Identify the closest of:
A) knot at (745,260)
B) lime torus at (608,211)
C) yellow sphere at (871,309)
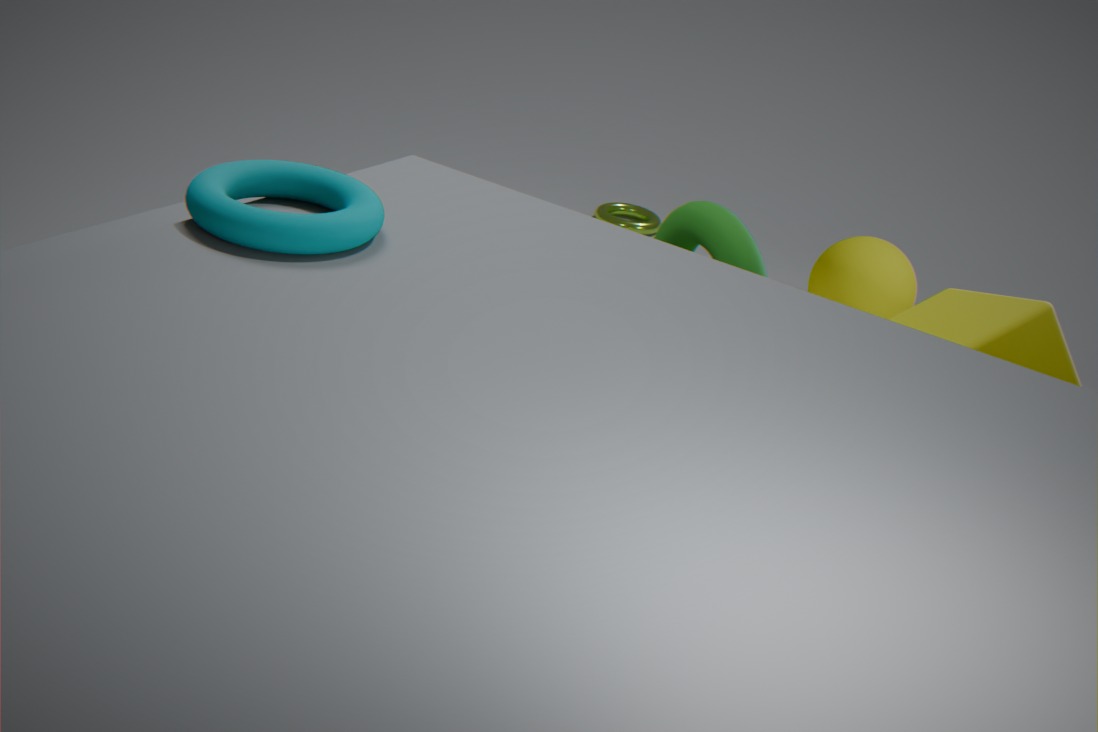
knot at (745,260)
